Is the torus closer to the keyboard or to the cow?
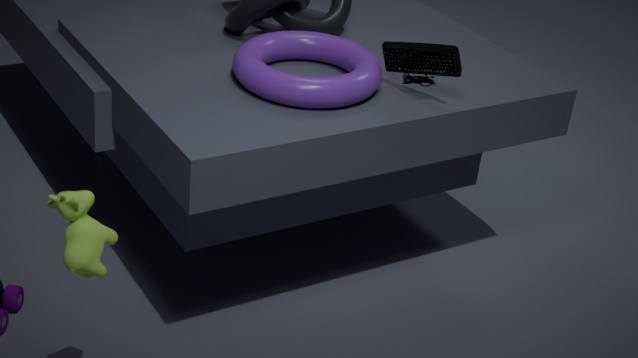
the keyboard
